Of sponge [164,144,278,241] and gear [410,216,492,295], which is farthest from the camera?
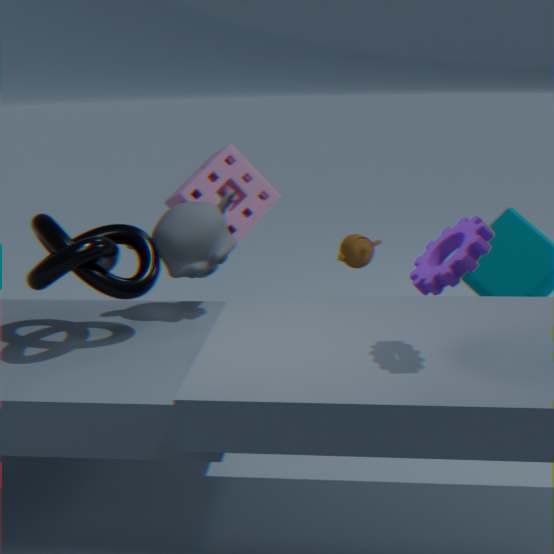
sponge [164,144,278,241]
